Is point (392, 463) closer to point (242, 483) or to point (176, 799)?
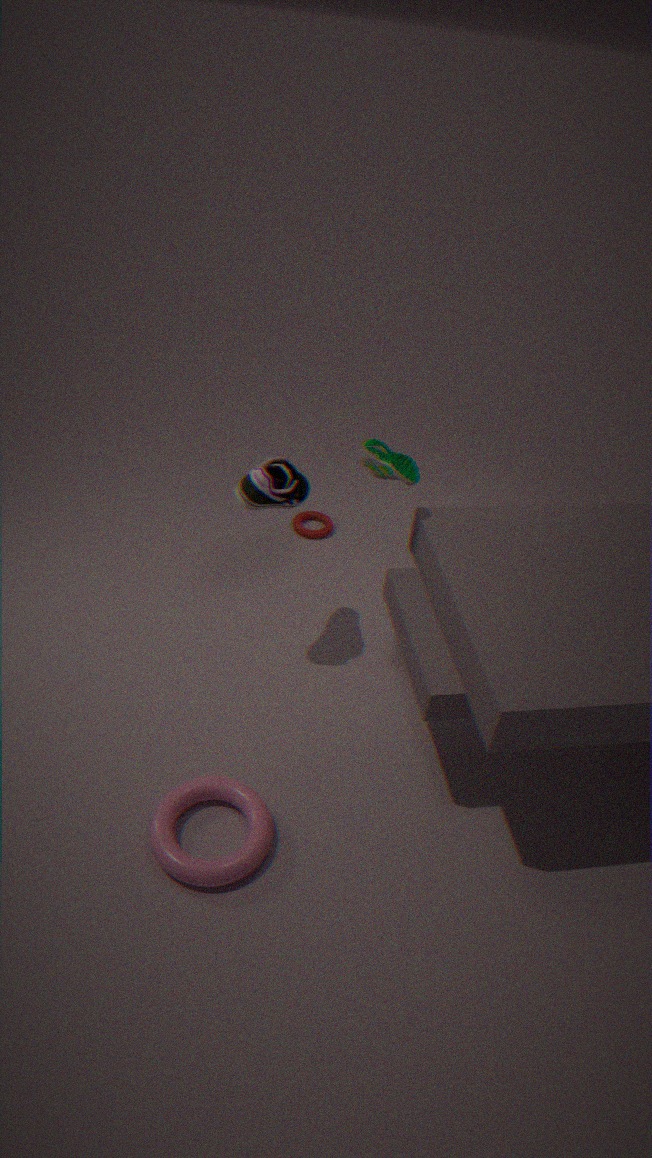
point (242, 483)
